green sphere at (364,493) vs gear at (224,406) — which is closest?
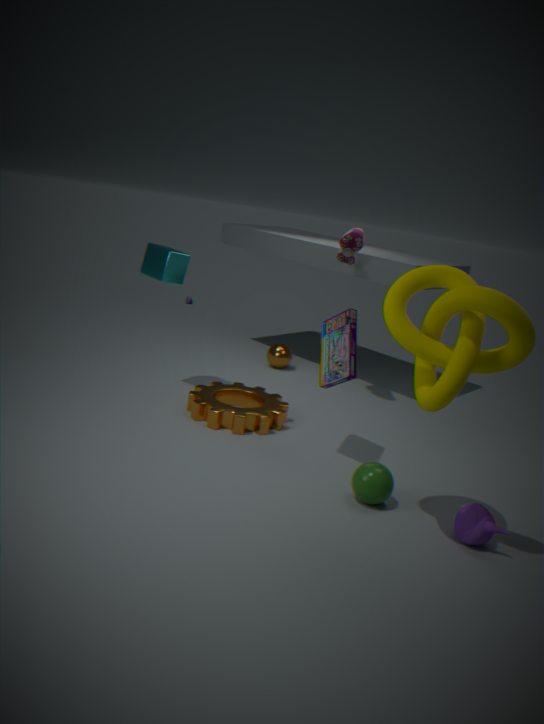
green sphere at (364,493)
